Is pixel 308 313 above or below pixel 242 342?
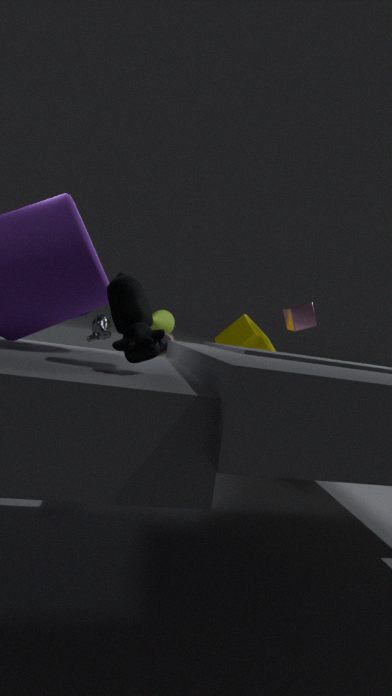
above
